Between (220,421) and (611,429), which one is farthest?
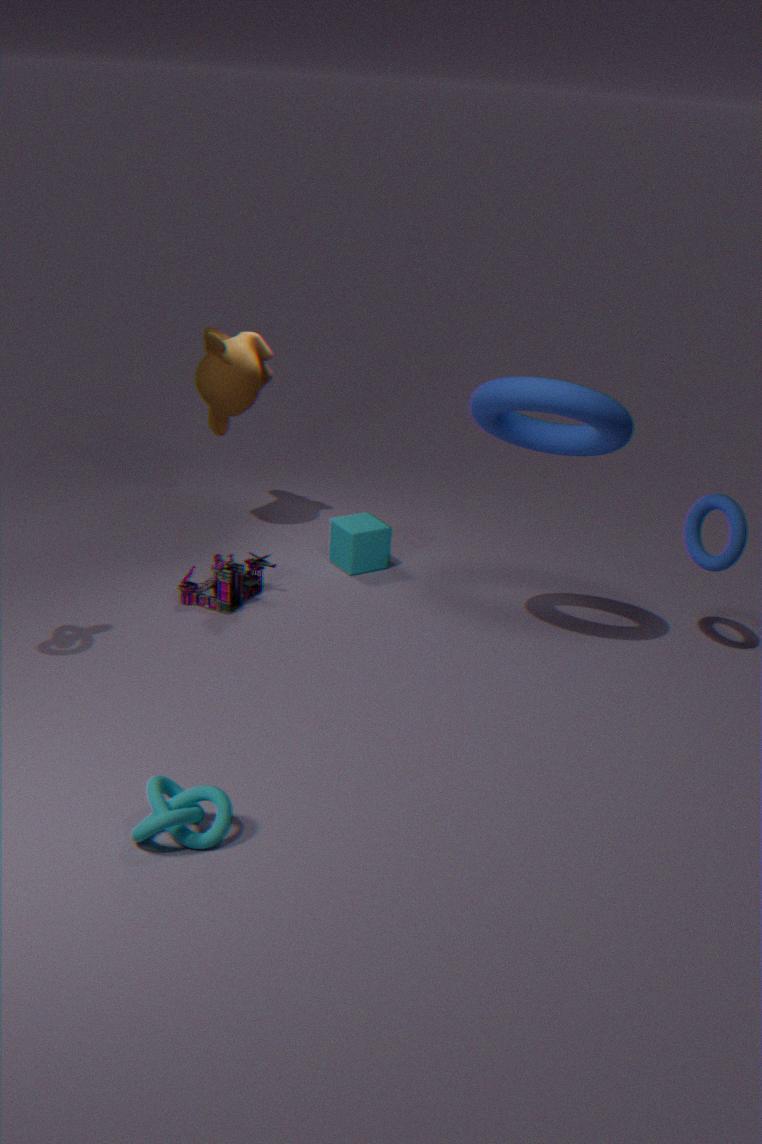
(220,421)
